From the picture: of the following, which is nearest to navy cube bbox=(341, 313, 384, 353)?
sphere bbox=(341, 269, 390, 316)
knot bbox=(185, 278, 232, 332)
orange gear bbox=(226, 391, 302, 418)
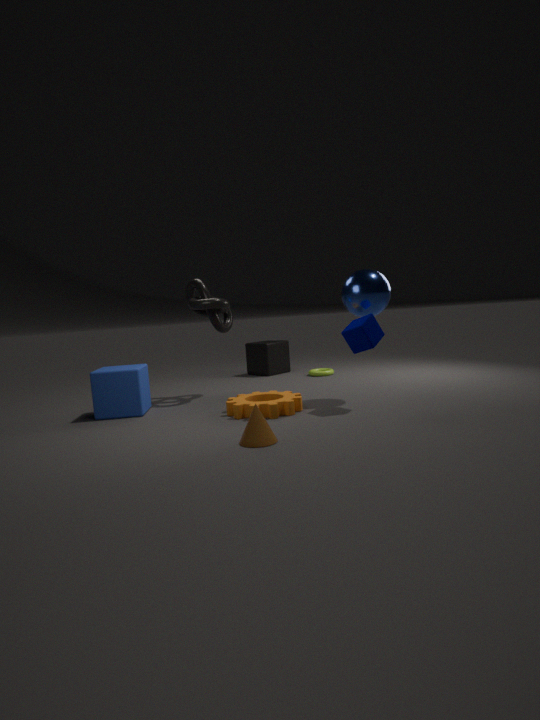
sphere bbox=(341, 269, 390, 316)
